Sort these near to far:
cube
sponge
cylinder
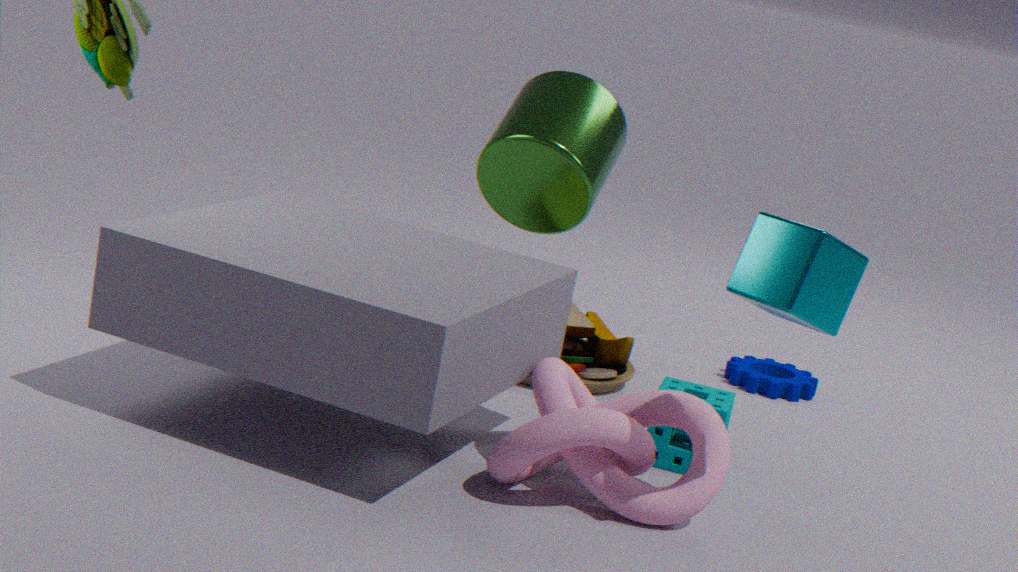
1. cube
2. sponge
3. cylinder
